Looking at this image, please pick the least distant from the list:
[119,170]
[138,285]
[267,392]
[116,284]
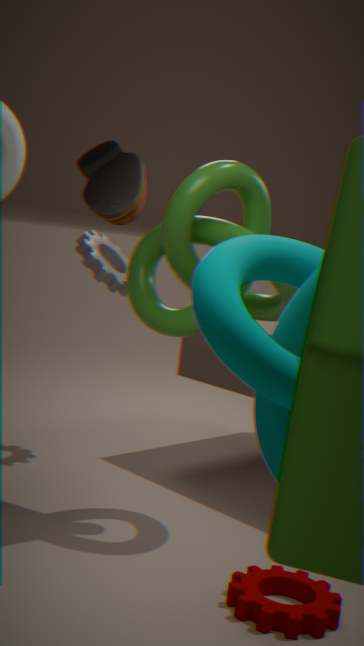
→ [267,392]
